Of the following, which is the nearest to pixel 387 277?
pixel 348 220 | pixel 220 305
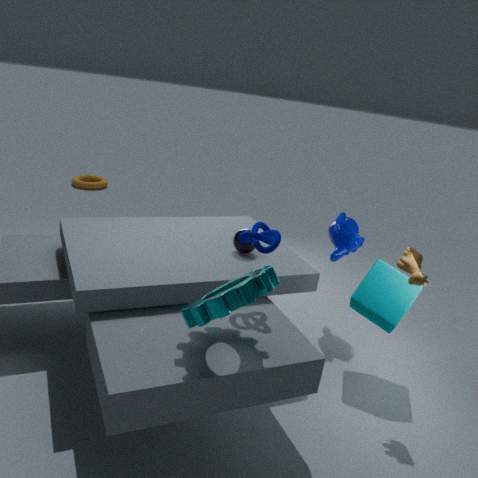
pixel 348 220
